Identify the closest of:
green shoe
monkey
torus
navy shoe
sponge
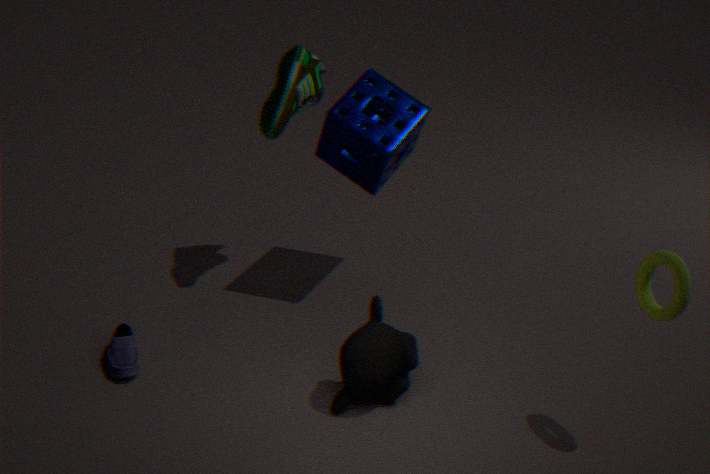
torus
